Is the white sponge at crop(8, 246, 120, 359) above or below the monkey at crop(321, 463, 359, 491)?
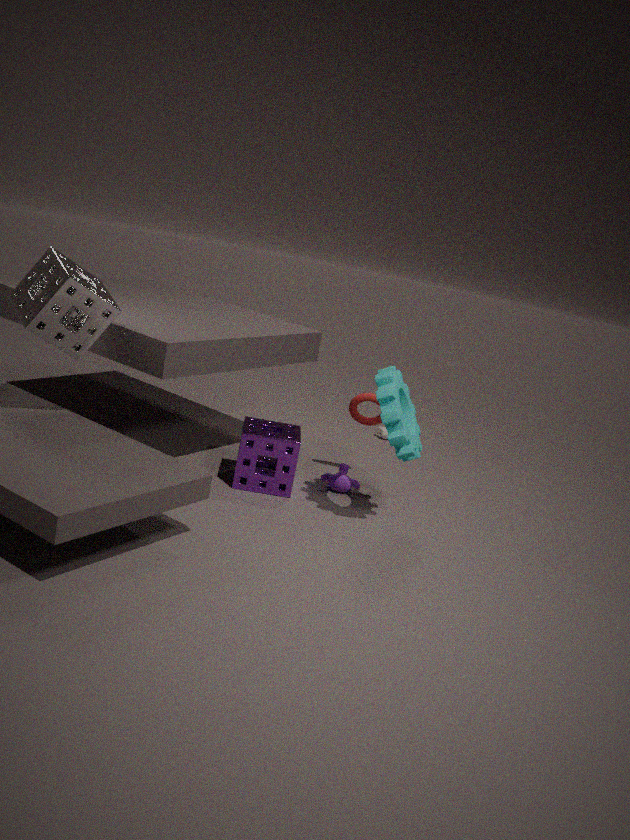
above
